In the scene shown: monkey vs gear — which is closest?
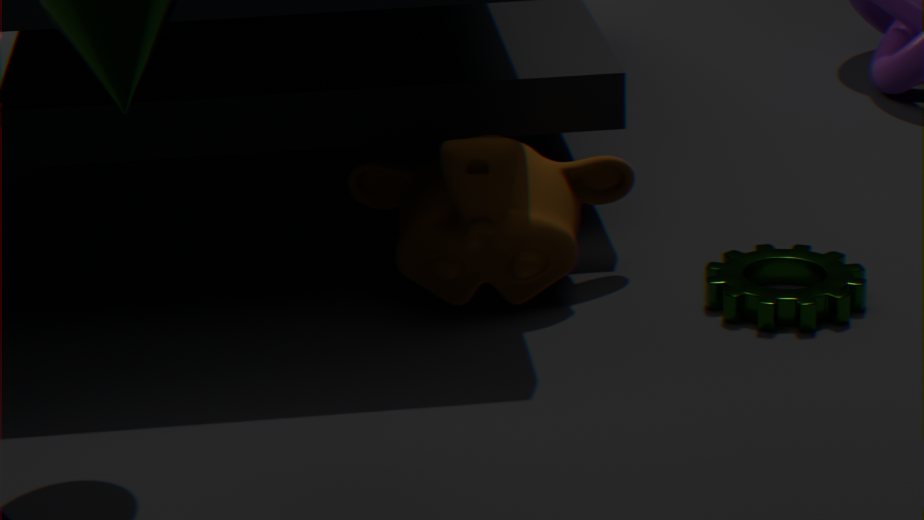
monkey
